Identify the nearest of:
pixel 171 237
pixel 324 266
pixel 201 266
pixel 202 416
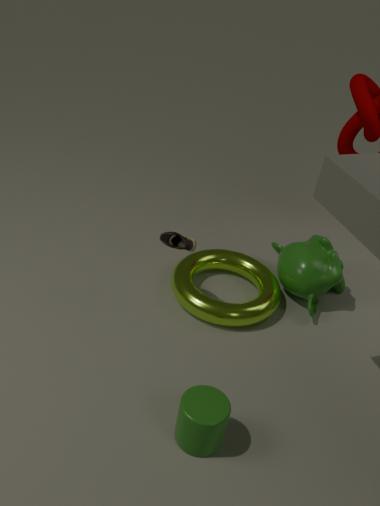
pixel 202 416
